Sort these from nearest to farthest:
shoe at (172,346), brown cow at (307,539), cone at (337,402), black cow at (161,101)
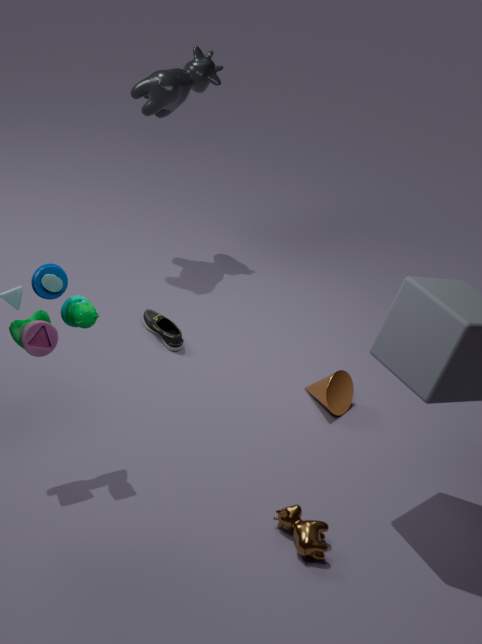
1. brown cow at (307,539)
2. cone at (337,402)
3. shoe at (172,346)
4. black cow at (161,101)
